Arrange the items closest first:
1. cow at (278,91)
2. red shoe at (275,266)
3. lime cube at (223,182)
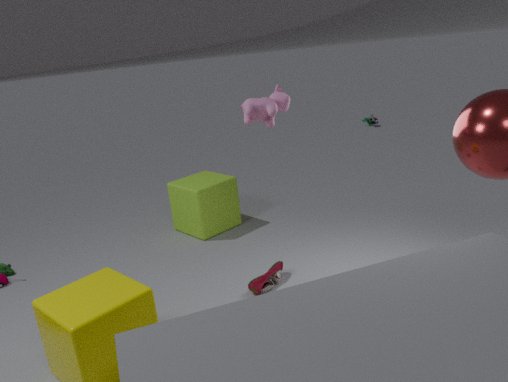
cow at (278,91) → red shoe at (275,266) → lime cube at (223,182)
